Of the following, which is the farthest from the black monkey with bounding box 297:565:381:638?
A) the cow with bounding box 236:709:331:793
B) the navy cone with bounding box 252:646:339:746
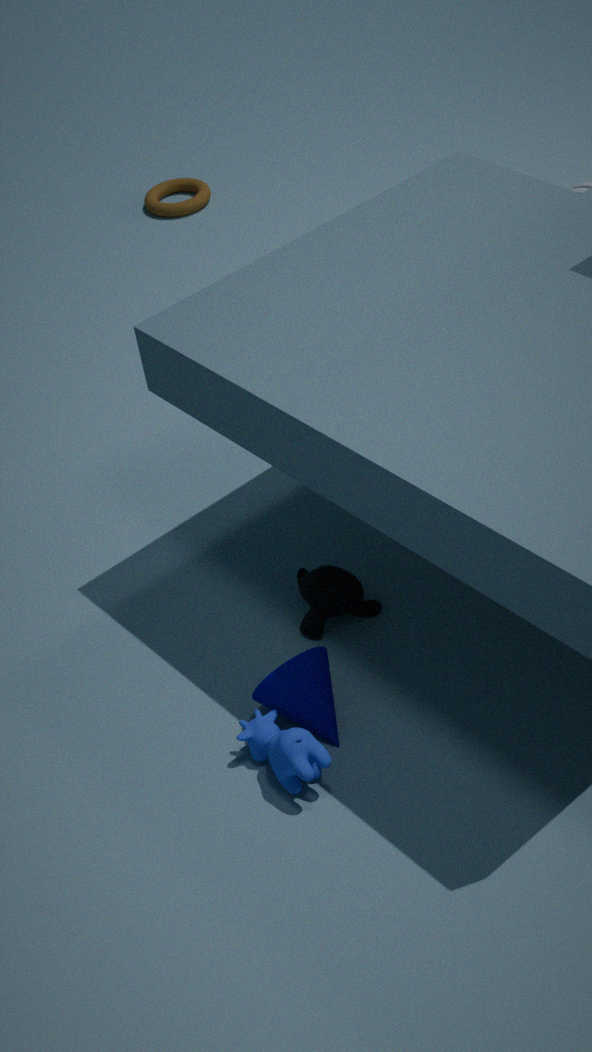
the cow with bounding box 236:709:331:793
